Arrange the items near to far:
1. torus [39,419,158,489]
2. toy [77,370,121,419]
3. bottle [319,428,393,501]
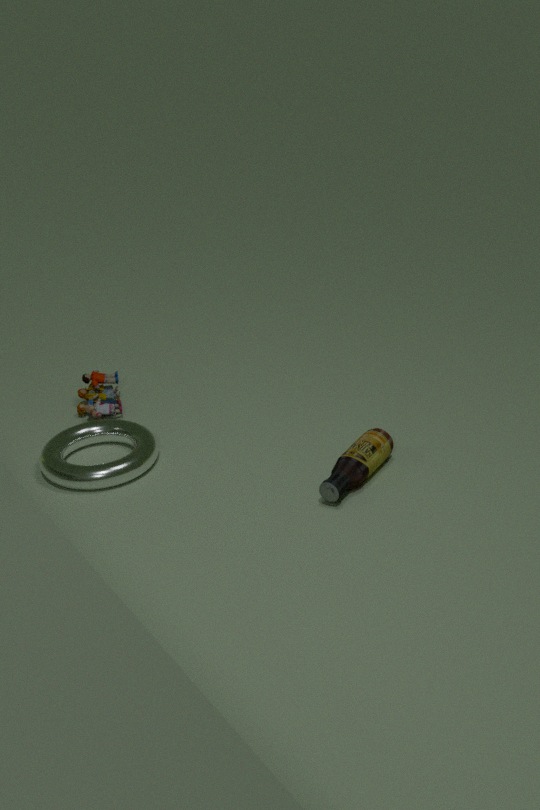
bottle [319,428,393,501]
torus [39,419,158,489]
toy [77,370,121,419]
